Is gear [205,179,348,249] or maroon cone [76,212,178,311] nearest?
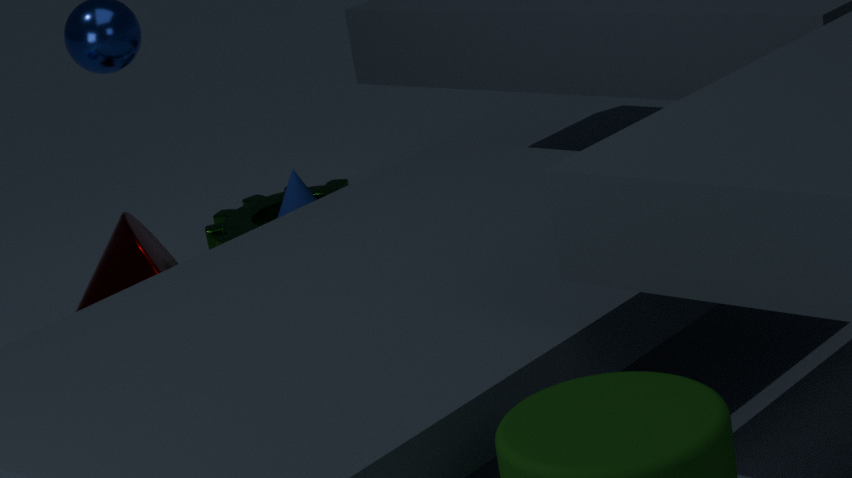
maroon cone [76,212,178,311]
